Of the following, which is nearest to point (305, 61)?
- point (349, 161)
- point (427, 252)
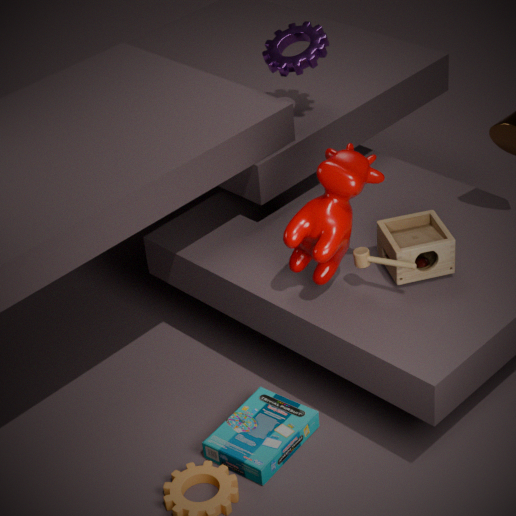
point (349, 161)
